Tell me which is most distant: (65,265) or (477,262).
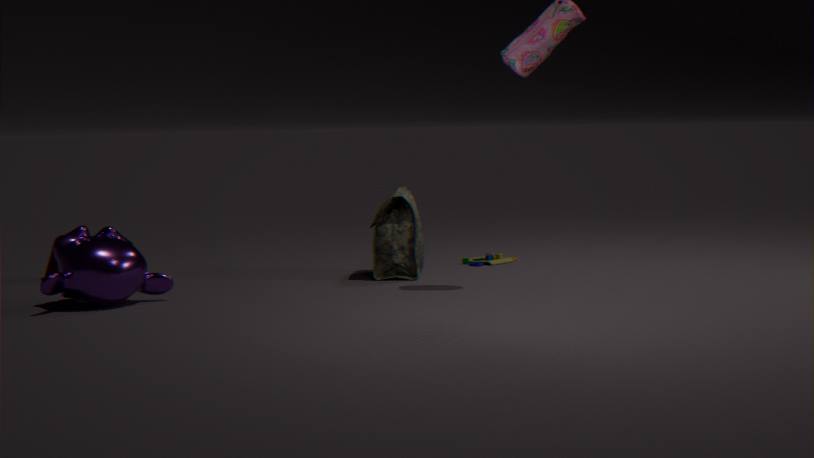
(477,262)
